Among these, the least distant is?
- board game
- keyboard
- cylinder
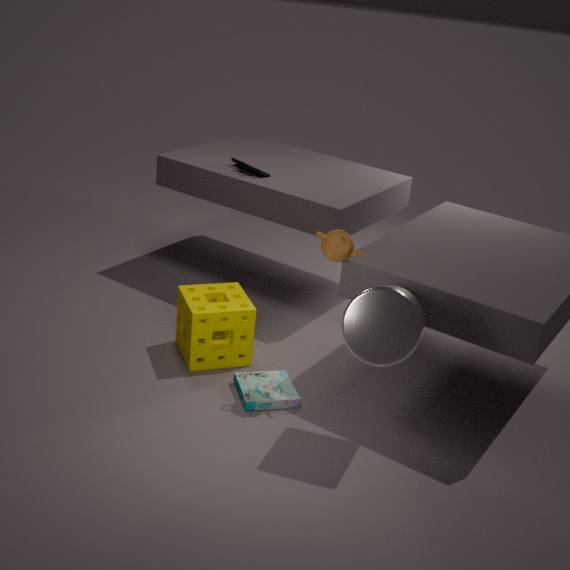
cylinder
